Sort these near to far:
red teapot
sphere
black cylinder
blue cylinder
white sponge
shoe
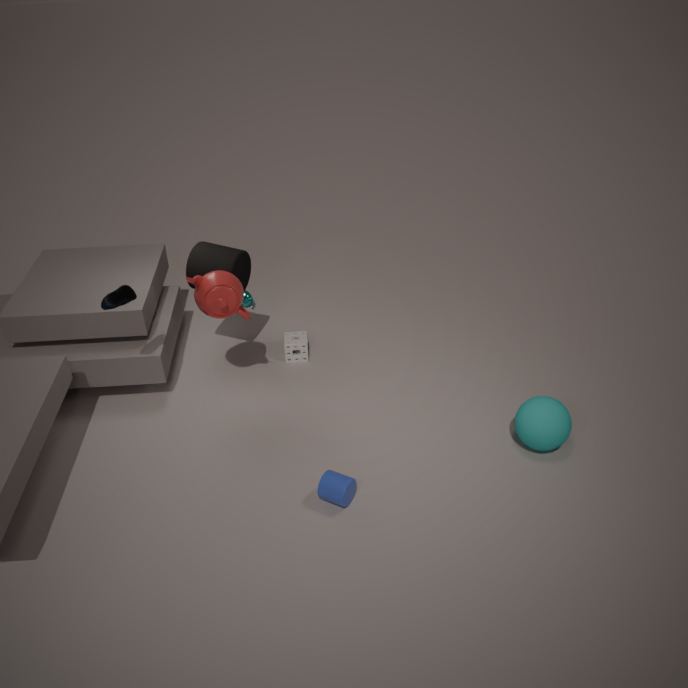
1. blue cylinder
2. shoe
3. sphere
4. red teapot
5. black cylinder
6. white sponge
